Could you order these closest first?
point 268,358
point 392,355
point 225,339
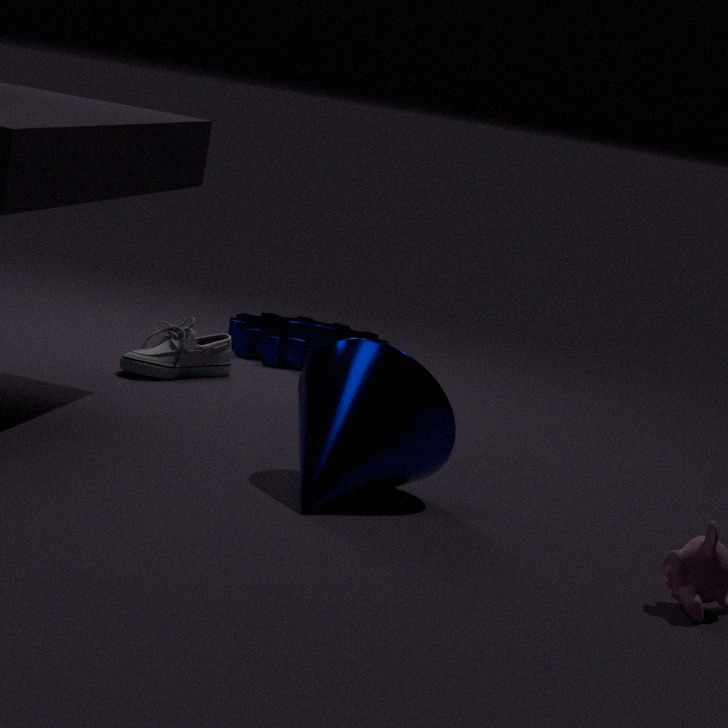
point 392,355, point 225,339, point 268,358
